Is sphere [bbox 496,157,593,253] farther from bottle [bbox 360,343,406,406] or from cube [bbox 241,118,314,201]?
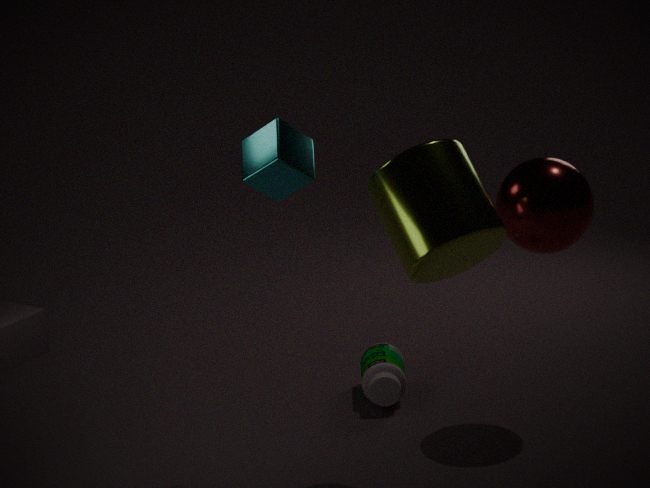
cube [bbox 241,118,314,201]
